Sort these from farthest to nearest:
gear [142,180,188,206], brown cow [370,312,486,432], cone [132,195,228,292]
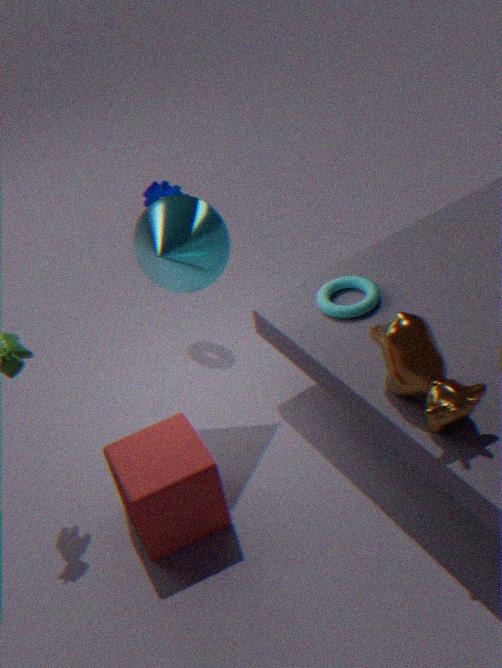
gear [142,180,188,206] < cone [132,195,228,292] < brown cow [370,312,486,432]
